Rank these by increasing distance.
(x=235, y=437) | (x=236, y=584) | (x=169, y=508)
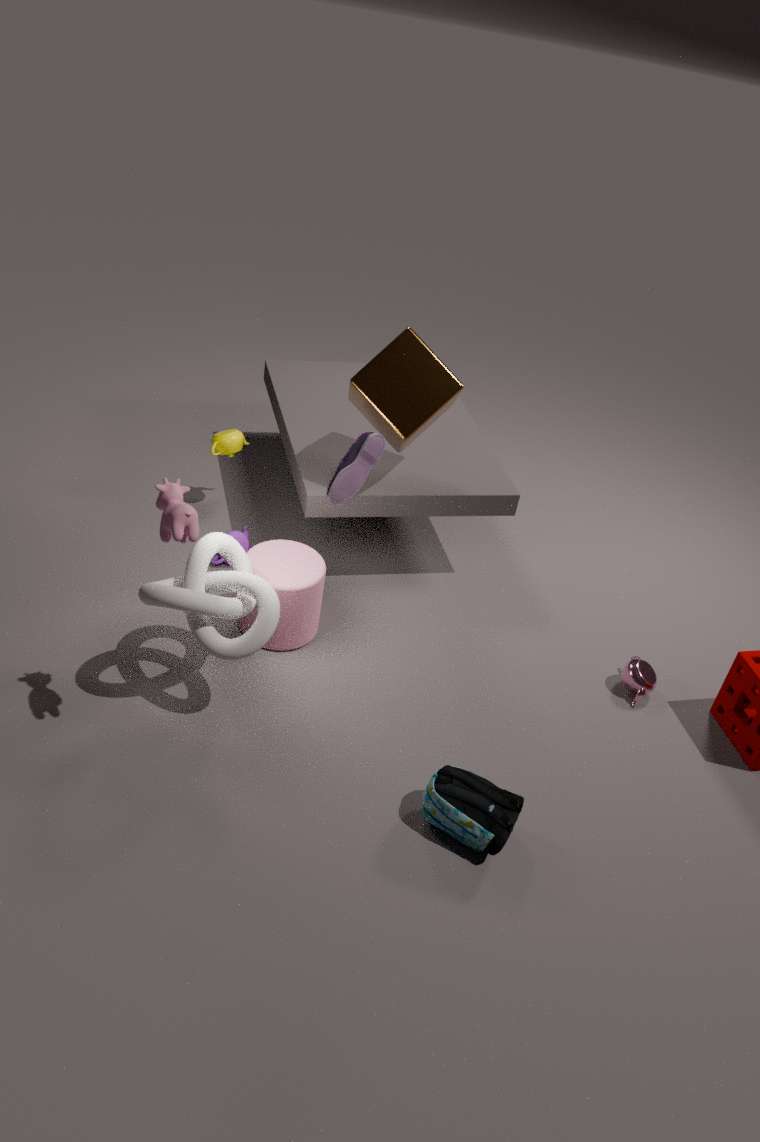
(x=169, y=508), (x=236, y=584), (x=235, y=437)
